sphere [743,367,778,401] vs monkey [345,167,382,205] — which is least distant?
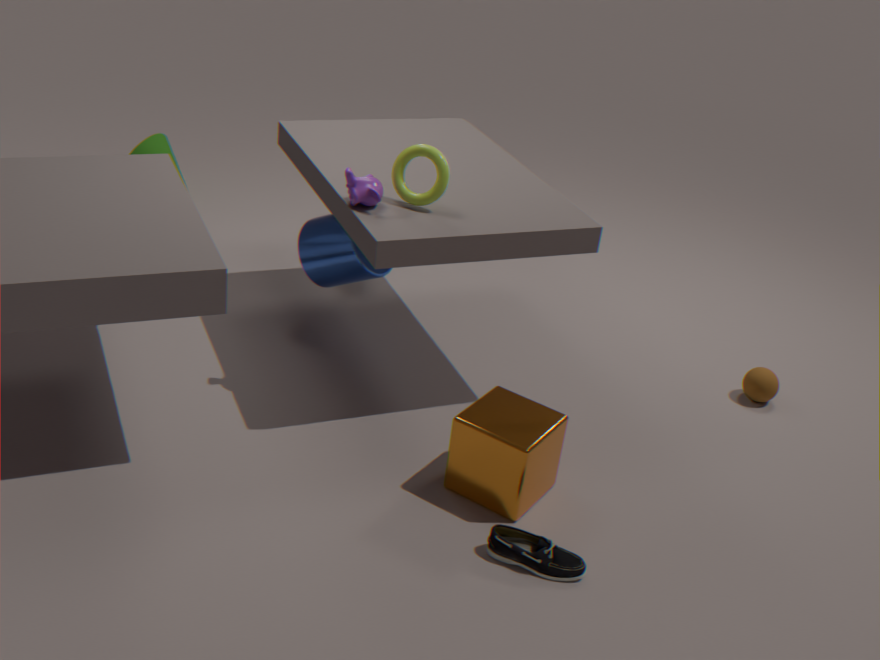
monkey [345,167,382,205]
